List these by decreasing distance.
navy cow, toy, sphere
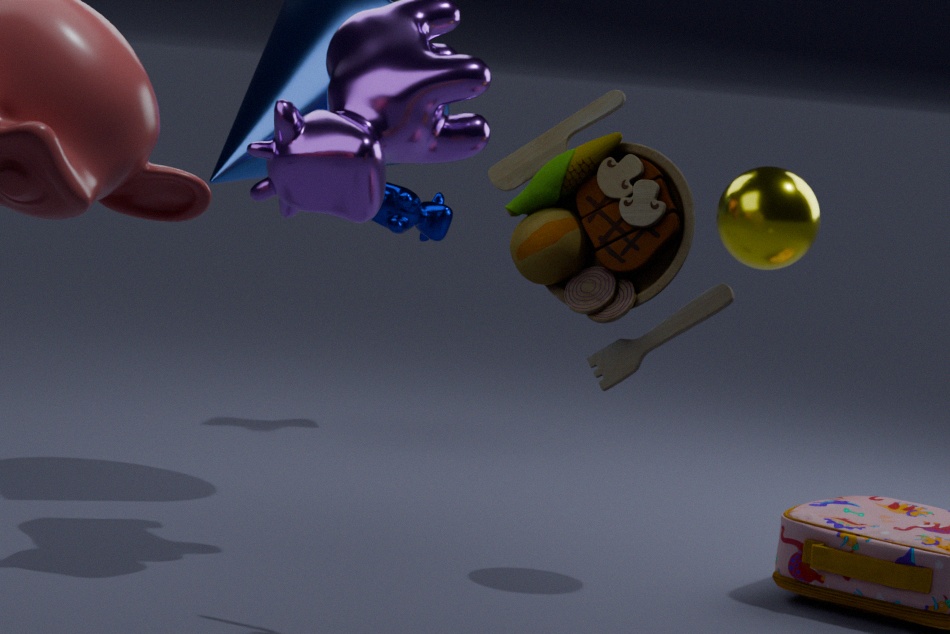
navy cow, sphere, toy
